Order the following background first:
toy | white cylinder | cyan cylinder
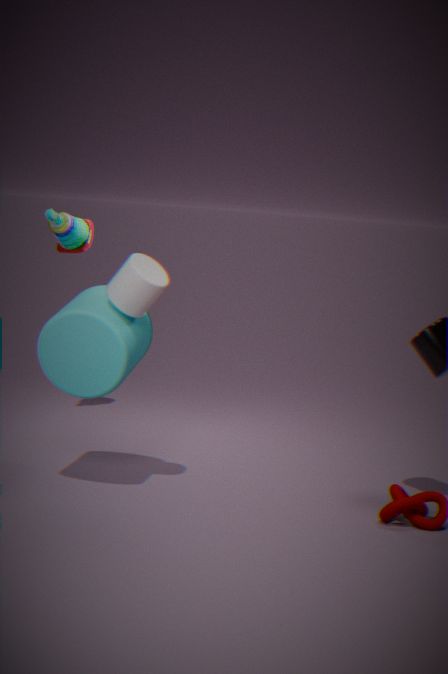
toy < cyan cylinder < white cylinder
